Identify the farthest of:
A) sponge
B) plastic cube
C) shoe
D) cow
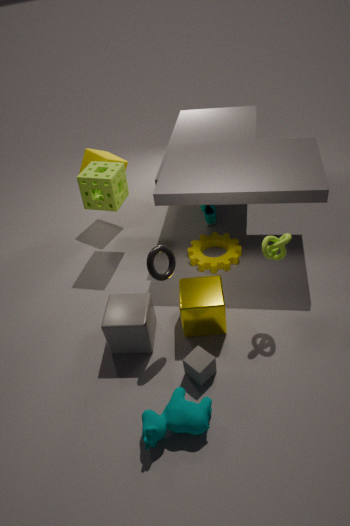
C. shoe
